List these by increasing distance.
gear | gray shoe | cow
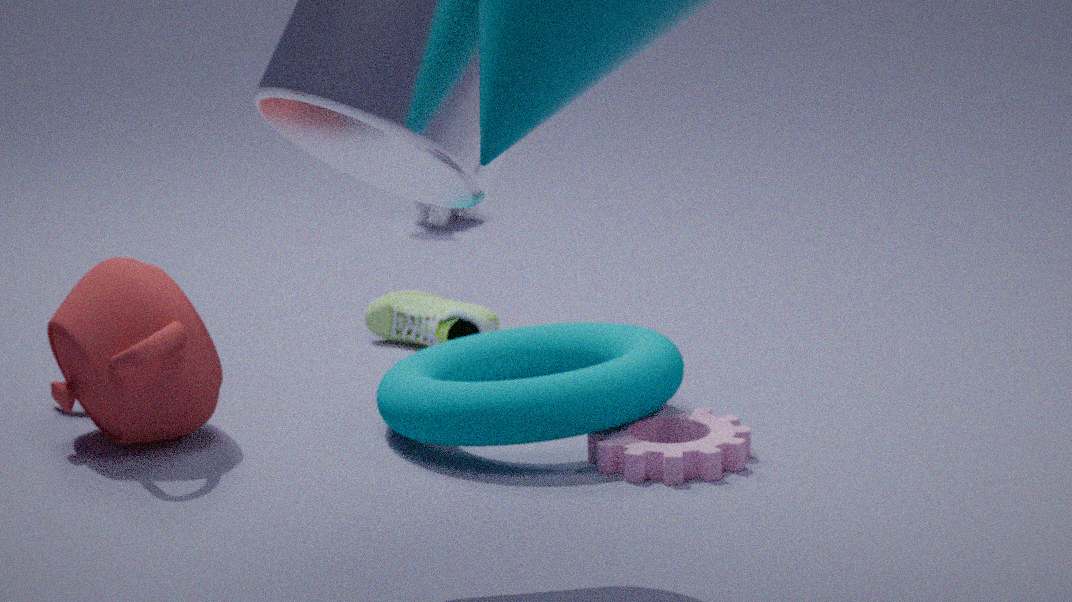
gear
gray shoe
cow
